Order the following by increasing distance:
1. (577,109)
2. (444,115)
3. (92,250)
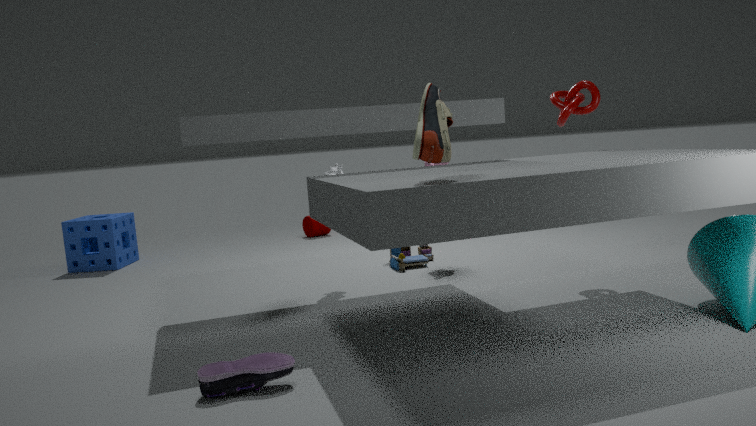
(444,115) → (577,109) → (92,250)
